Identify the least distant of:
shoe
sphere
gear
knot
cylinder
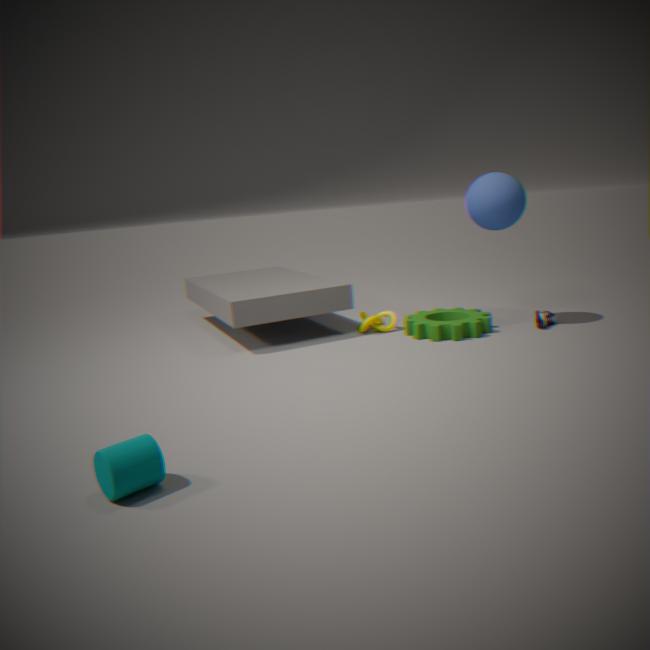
cylinder
